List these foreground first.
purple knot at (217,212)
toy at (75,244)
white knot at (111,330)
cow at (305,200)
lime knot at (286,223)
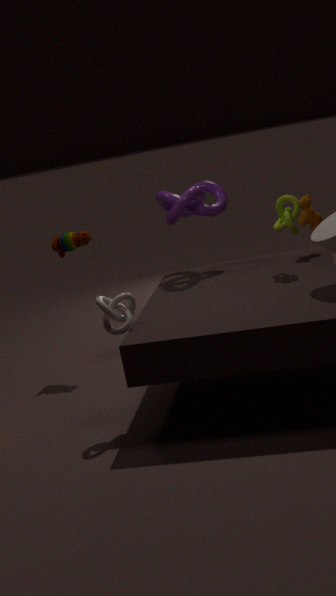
white knot at (111,330)
lime knot at (286,223)
purple knot at (217,212)
cow at (305,200)
toy at (75,244)
